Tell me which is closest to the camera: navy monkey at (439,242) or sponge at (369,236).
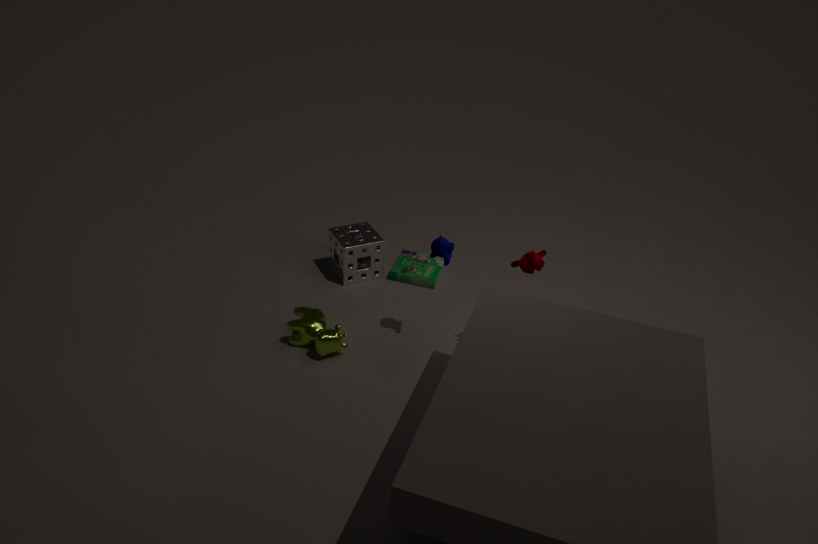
navy monkey at (439,242)
